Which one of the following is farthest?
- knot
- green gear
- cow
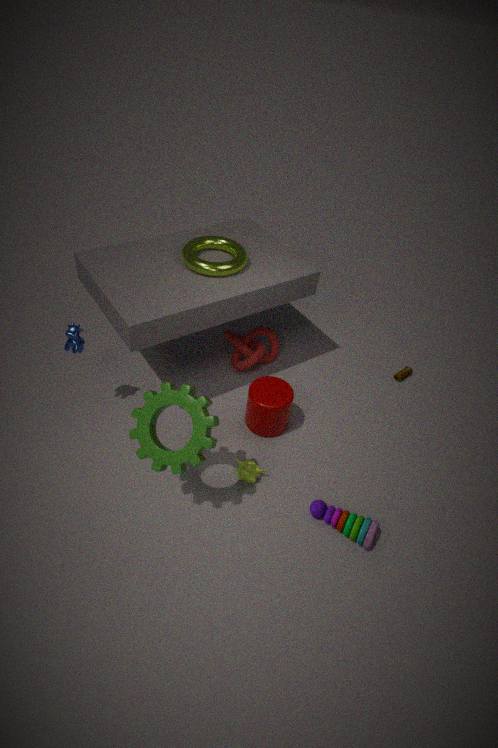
knot
